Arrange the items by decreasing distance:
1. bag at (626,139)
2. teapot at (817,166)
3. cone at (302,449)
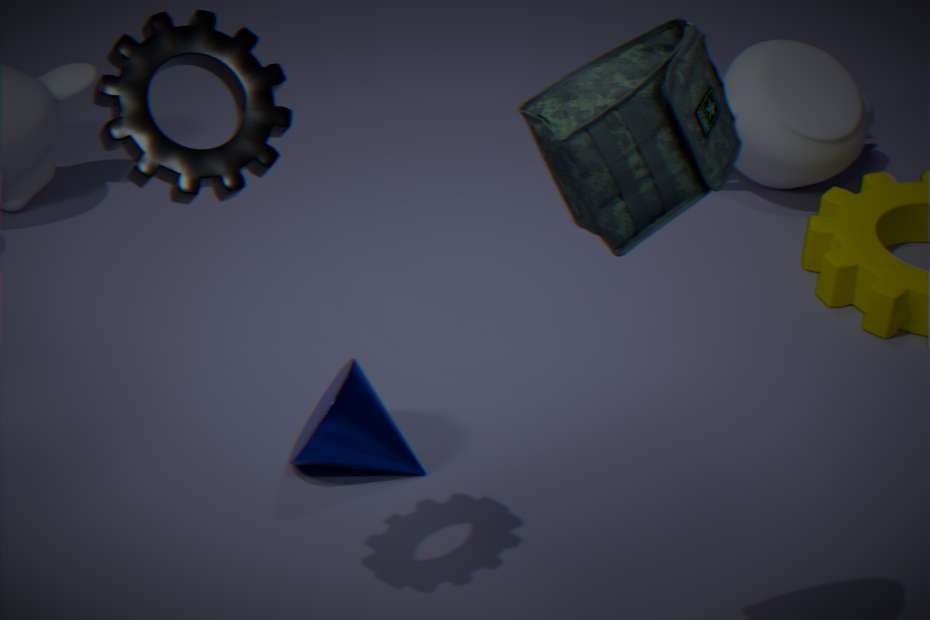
1. teapot at (817,166)
2. cone at (302,449)
3. bag at (626,139)
